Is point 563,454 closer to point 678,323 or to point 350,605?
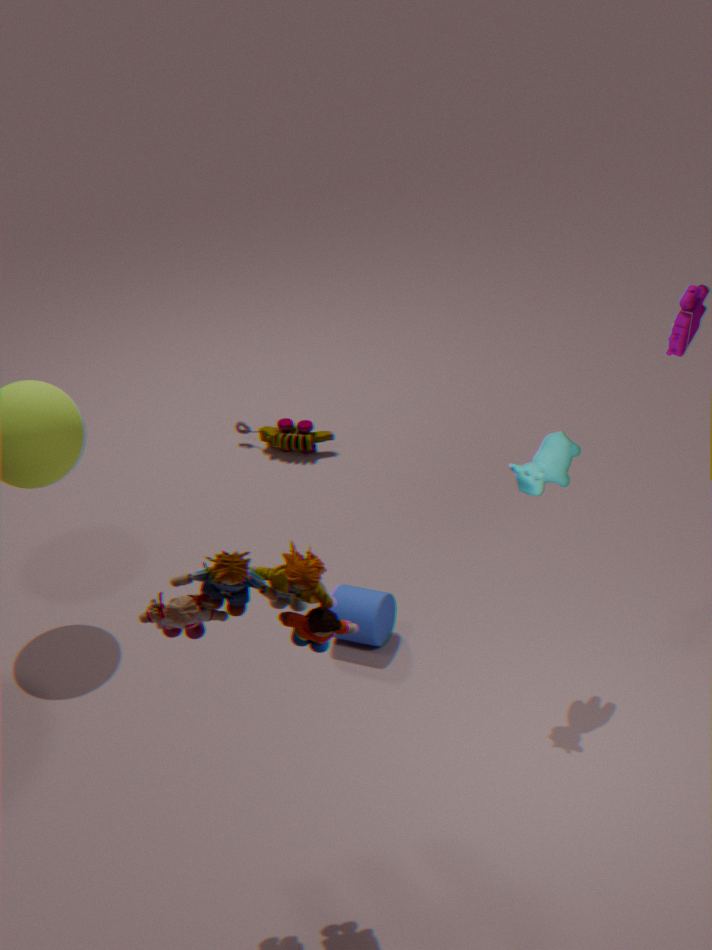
point 678,323
